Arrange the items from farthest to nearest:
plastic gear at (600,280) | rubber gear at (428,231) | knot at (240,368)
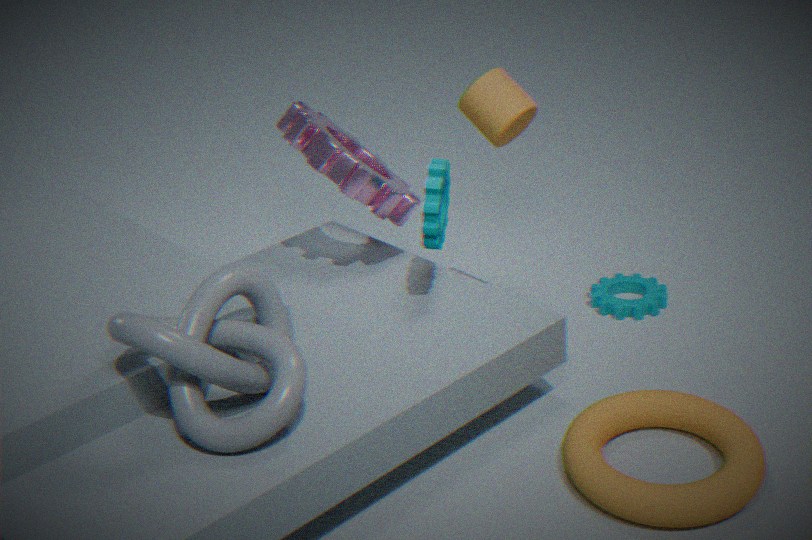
plastic gear at (600,280) → rubber gear at (428,231) → knot at (240,368)
